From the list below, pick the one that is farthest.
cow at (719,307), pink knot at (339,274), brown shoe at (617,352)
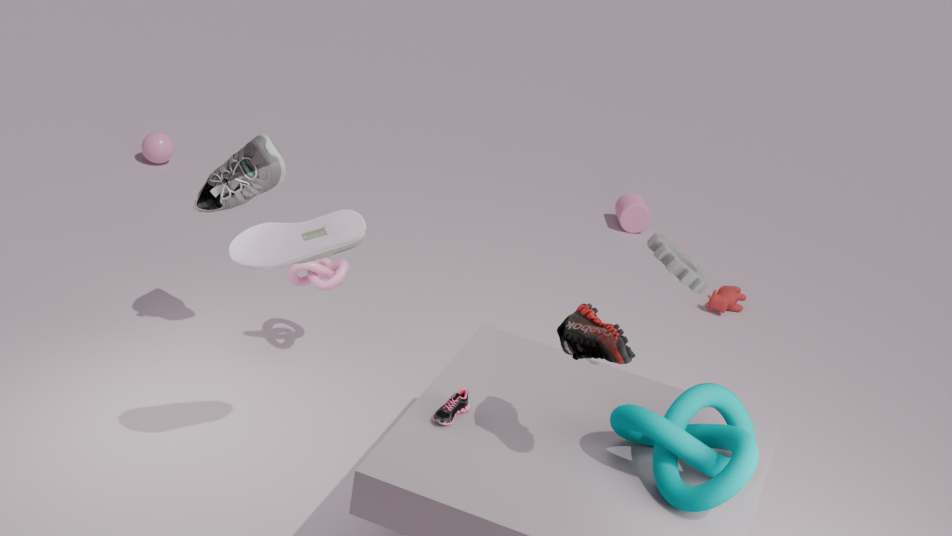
cow at (719,307)
